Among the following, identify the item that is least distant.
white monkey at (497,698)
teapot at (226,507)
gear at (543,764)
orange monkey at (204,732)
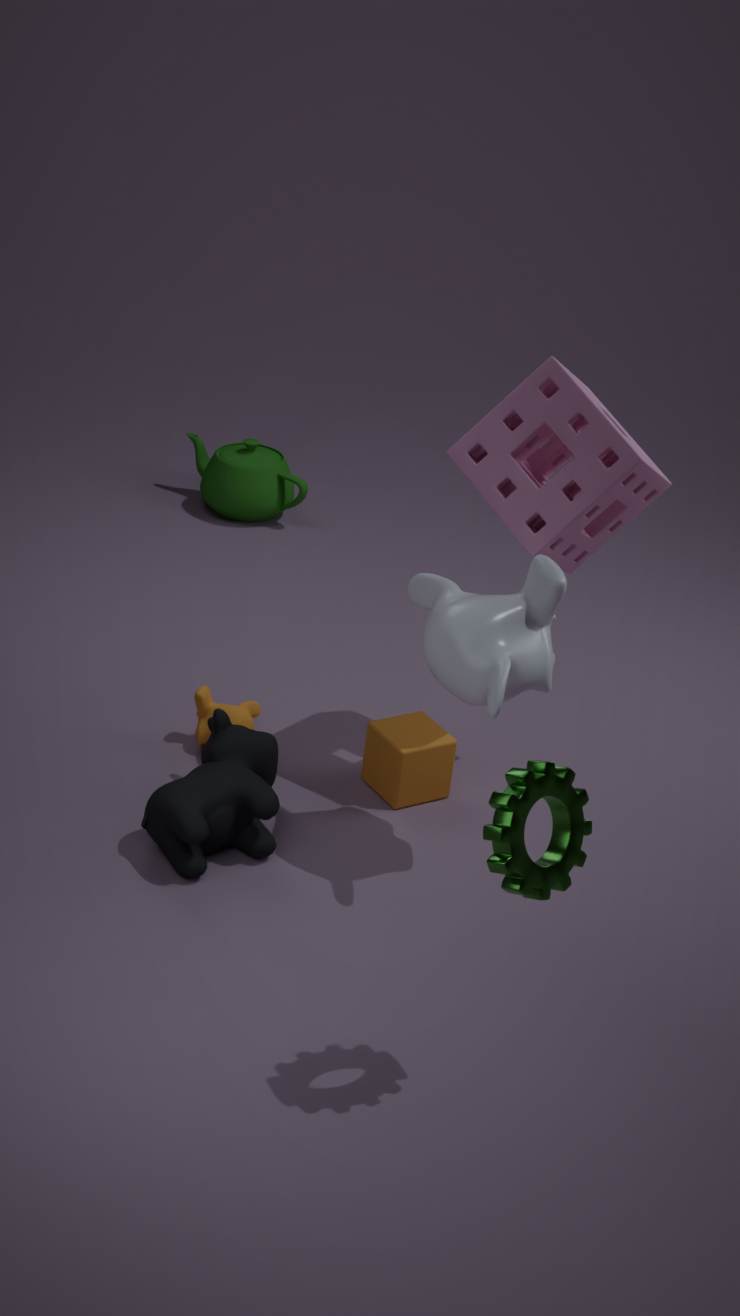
gear at (543,764)
